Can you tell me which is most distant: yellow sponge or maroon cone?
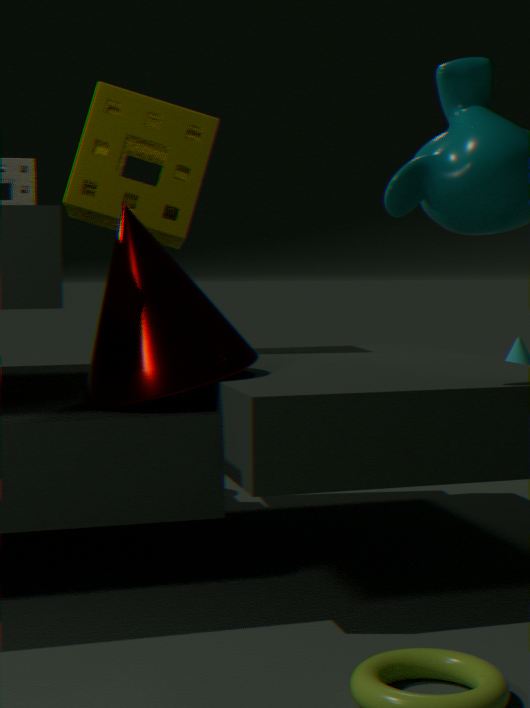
yellow sponge
